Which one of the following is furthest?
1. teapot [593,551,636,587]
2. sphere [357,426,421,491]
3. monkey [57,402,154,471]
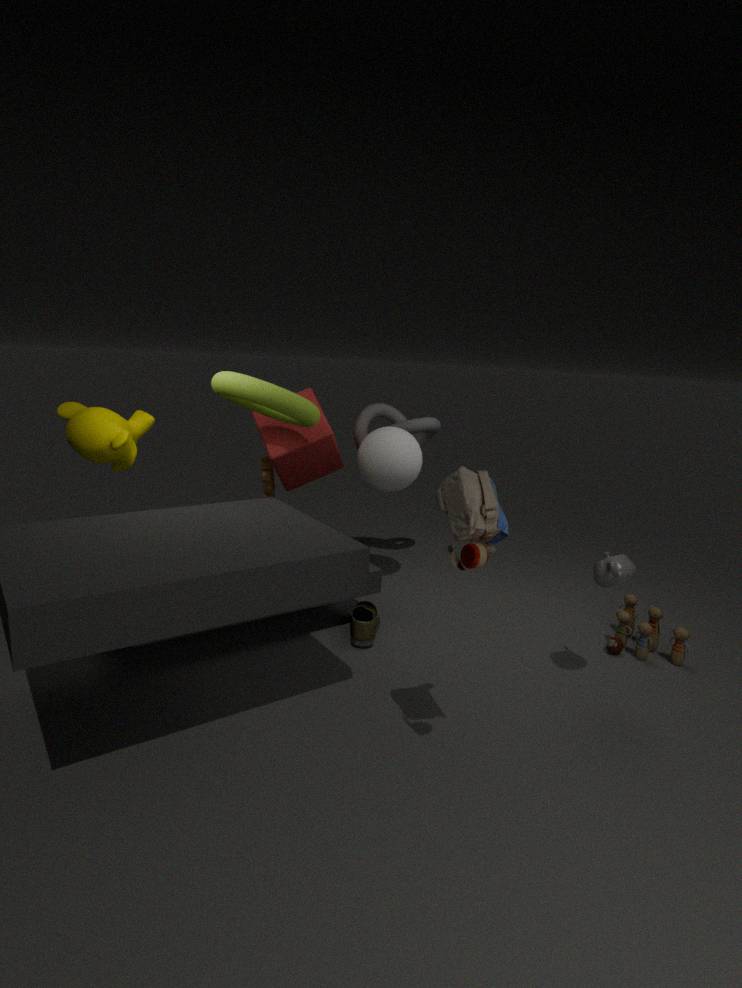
sphere [357,426,421,491]
